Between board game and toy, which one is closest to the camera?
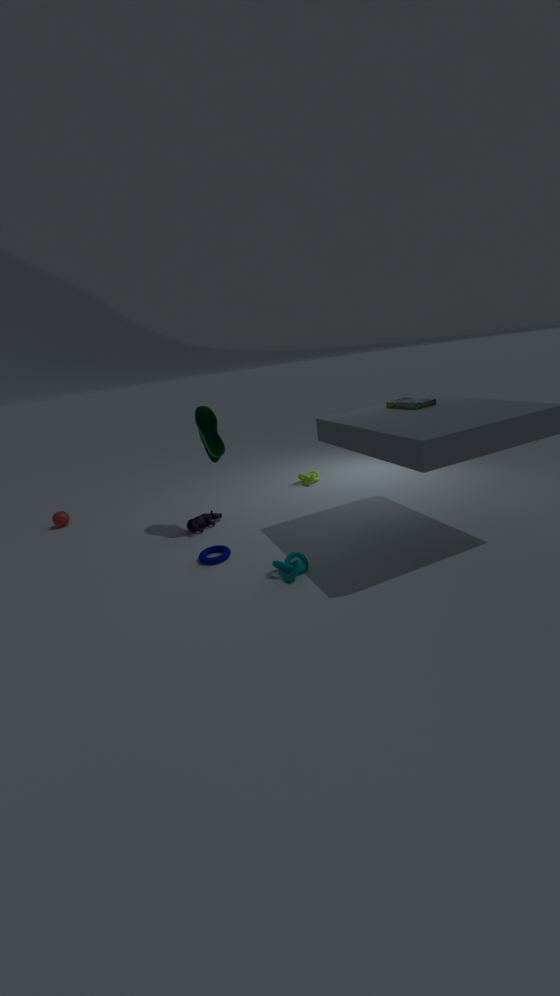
board game
